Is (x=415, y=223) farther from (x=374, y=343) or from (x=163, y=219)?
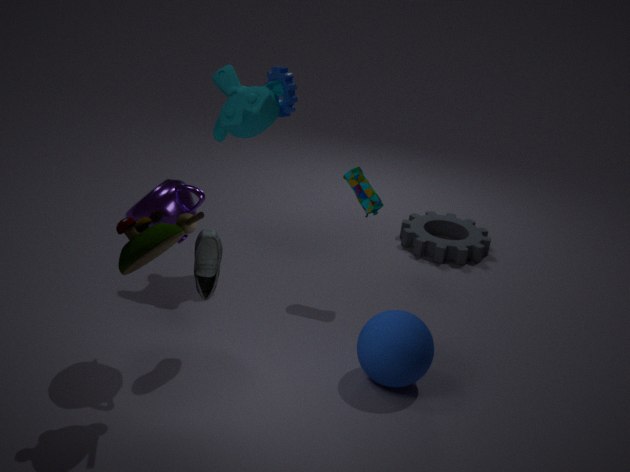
(x=163, y=219)
